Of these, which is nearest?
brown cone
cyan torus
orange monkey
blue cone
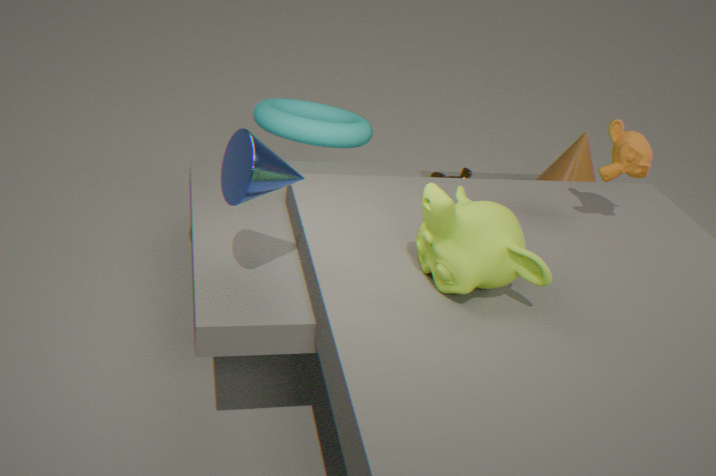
blue cone
